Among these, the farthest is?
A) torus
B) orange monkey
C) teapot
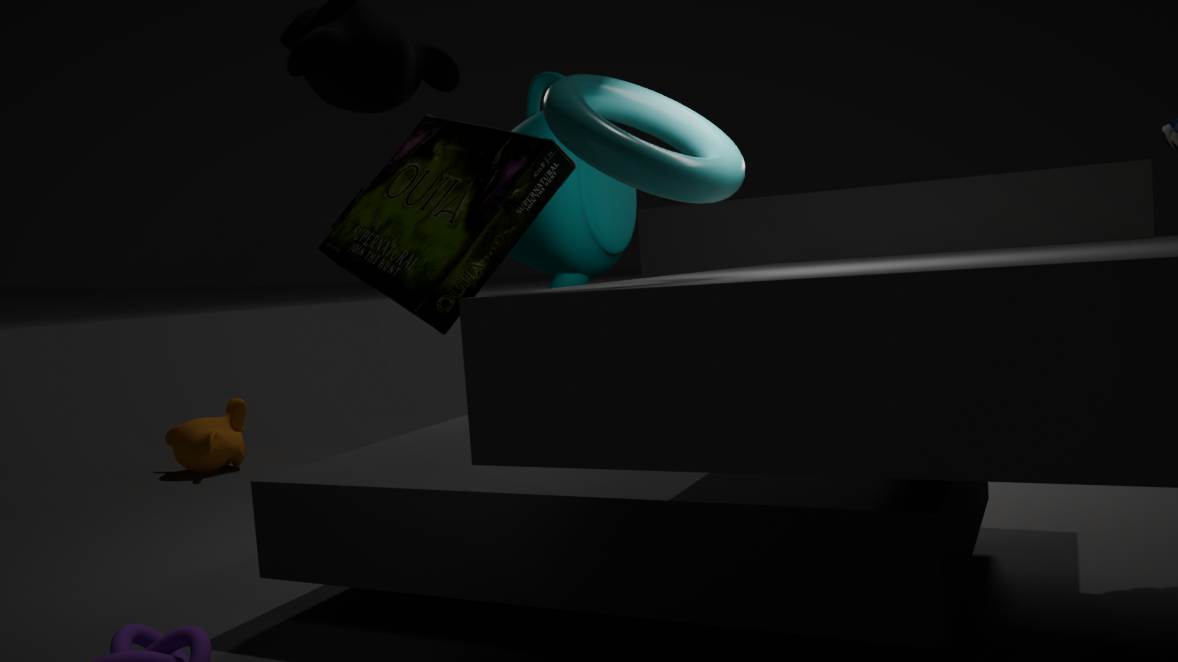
orange monkey
